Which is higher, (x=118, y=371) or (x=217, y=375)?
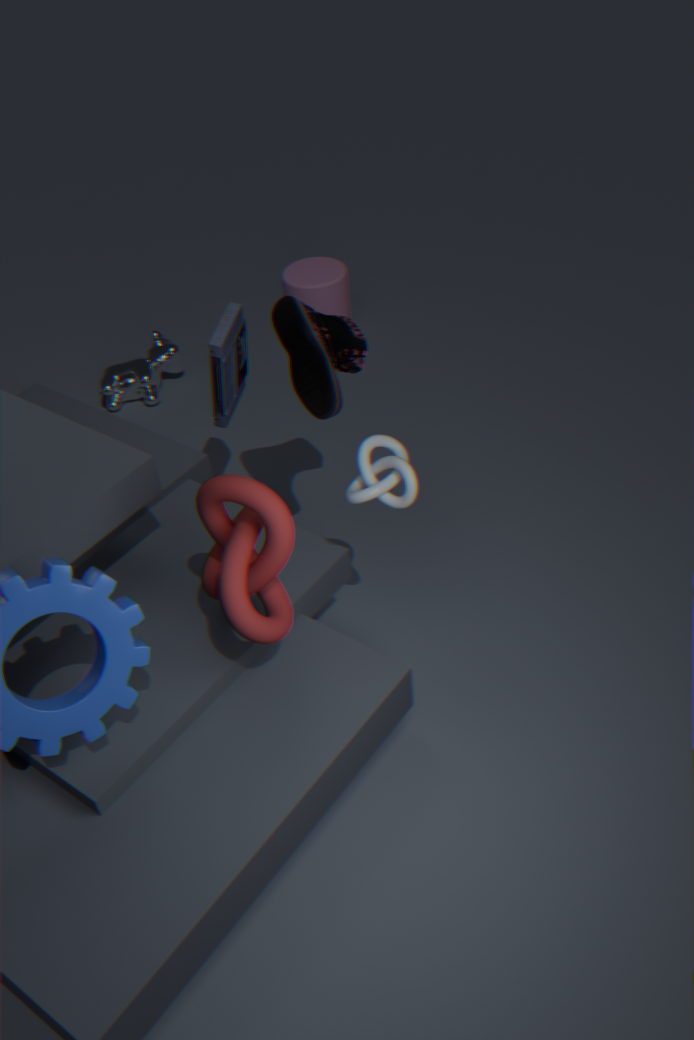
(x=217, y=375)
